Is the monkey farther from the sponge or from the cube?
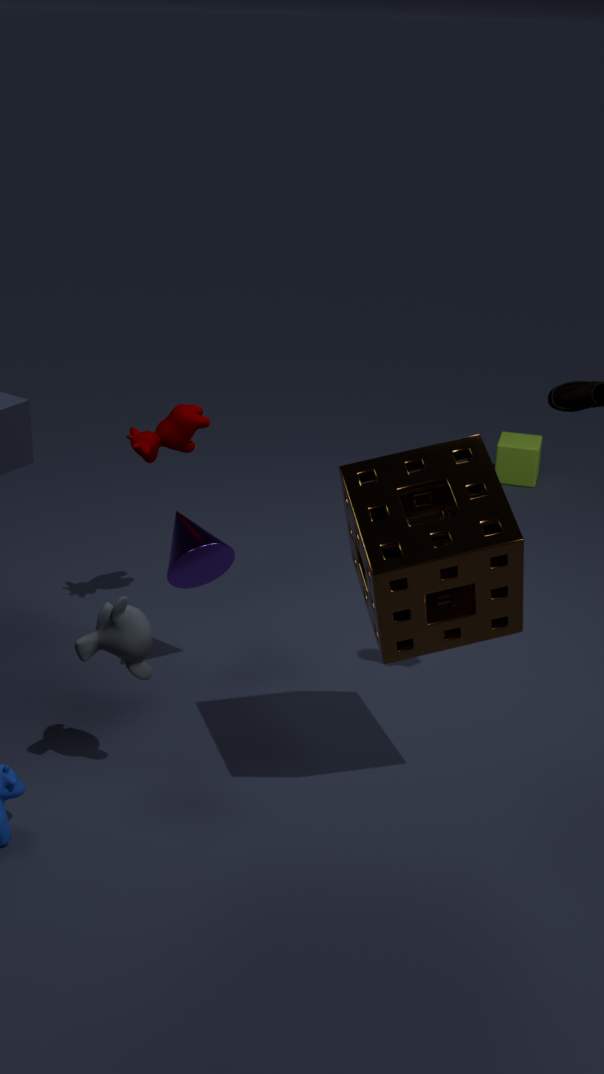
the cube
